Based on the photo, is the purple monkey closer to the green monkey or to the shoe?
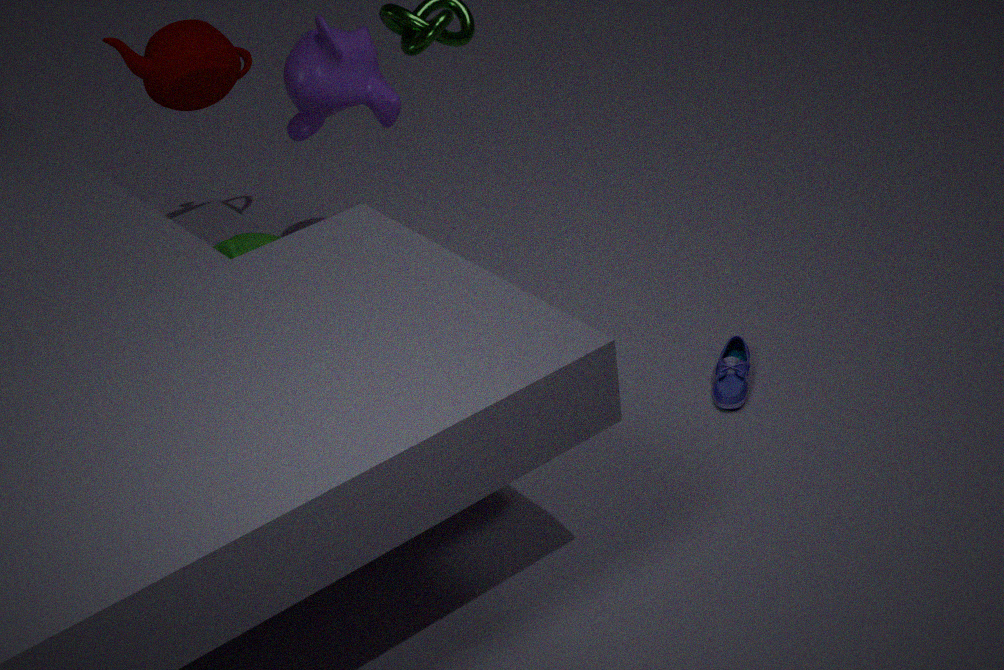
the green monkey
